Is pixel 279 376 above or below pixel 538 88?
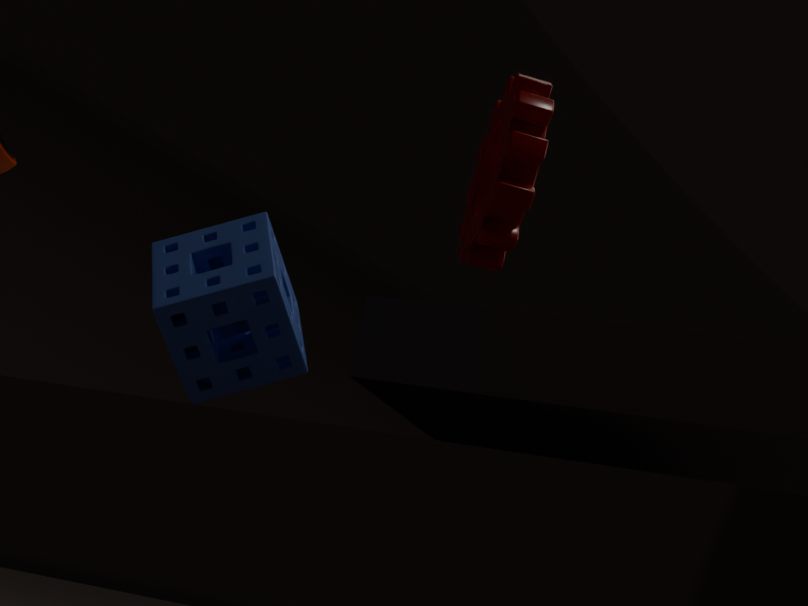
below
